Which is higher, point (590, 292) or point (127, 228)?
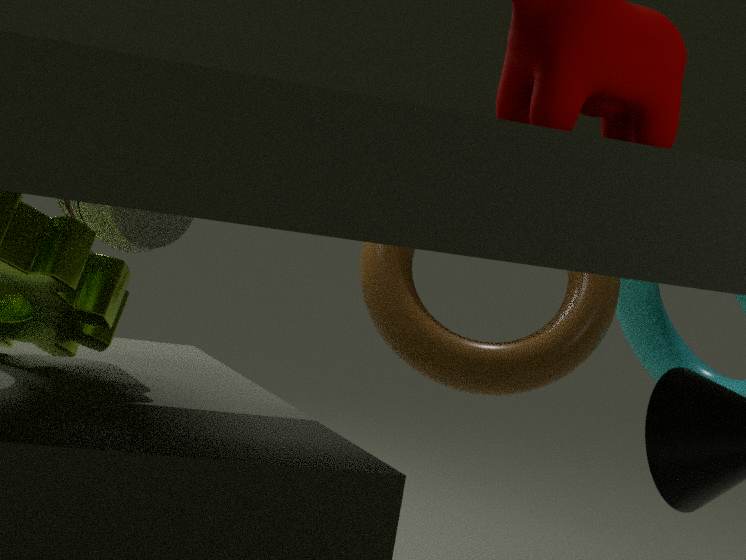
point (127, 228)
